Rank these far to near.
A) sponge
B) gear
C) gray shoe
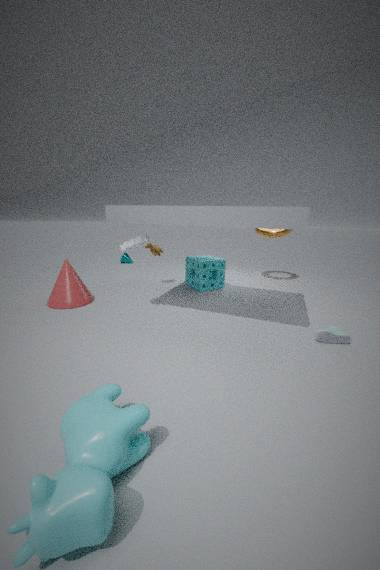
sponge
gear
gray shoe
